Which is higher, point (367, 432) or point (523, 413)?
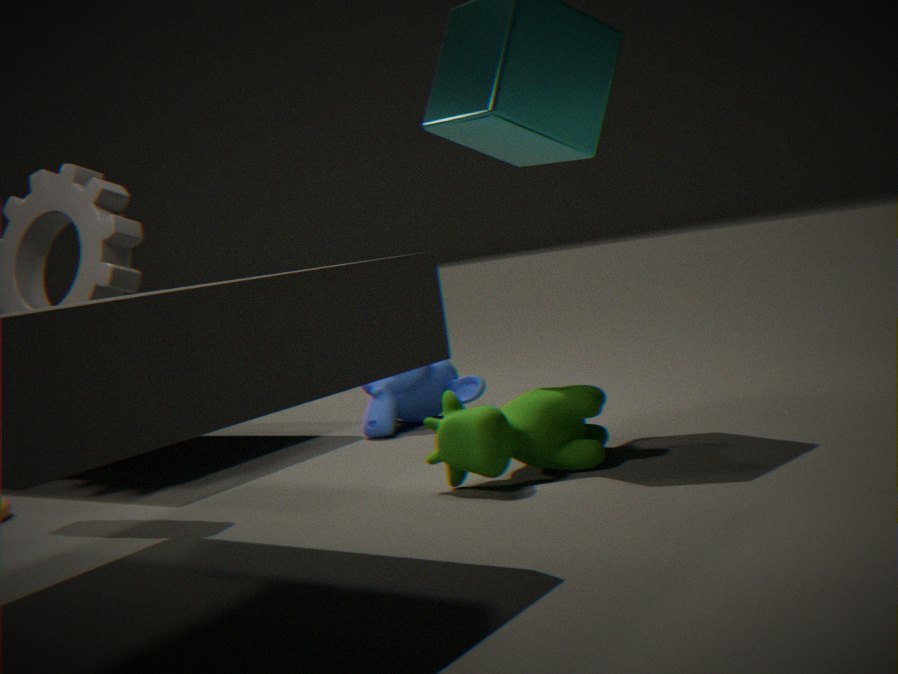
point (367, 432)
